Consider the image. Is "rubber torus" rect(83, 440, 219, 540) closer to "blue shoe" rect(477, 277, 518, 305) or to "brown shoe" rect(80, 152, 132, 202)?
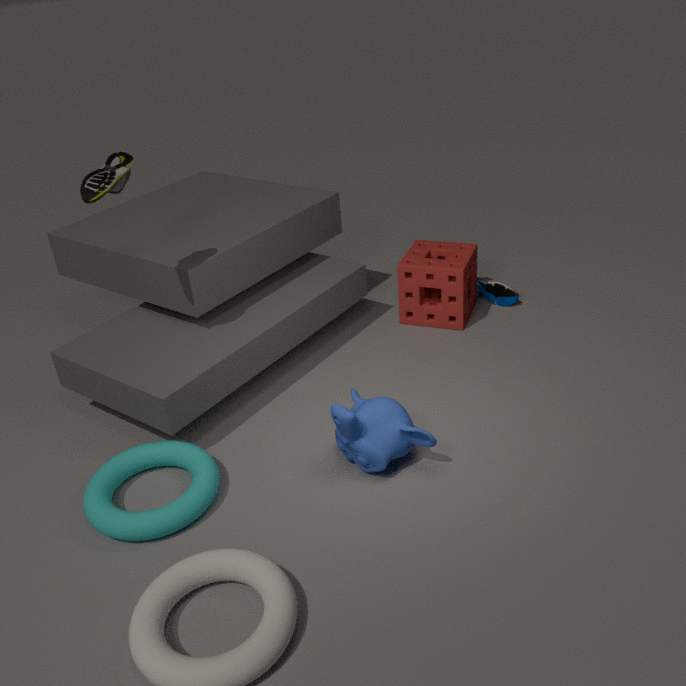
"brown shoe" rect(80, 152, 132, 202)
